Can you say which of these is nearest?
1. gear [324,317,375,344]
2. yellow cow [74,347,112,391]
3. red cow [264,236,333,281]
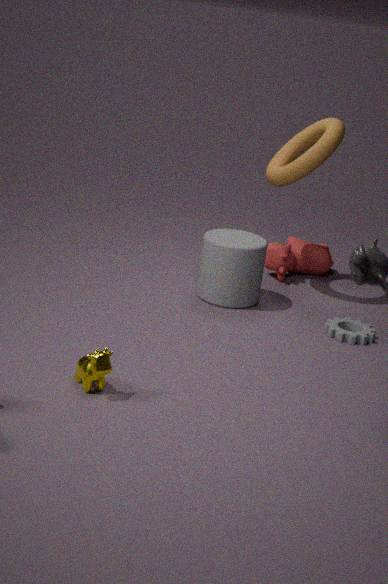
yellow cow [74,347,112,391]
